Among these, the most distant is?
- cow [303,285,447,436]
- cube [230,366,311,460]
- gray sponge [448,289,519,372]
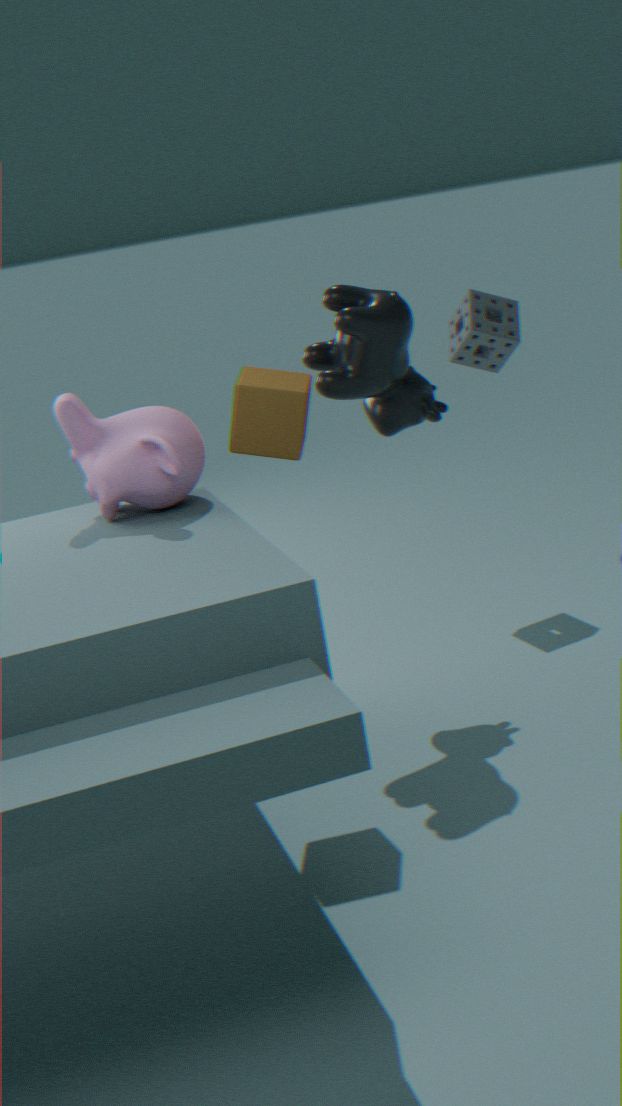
gray sponge [448,289,519,372]
